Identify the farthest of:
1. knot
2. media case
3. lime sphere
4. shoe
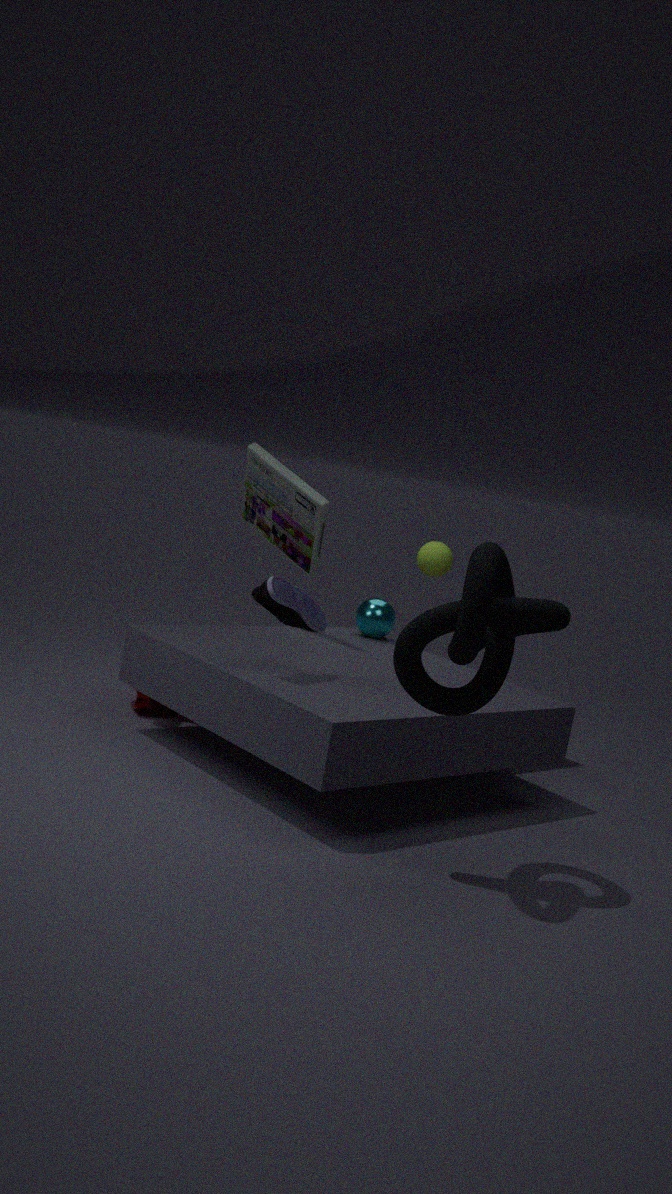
lime sphere
